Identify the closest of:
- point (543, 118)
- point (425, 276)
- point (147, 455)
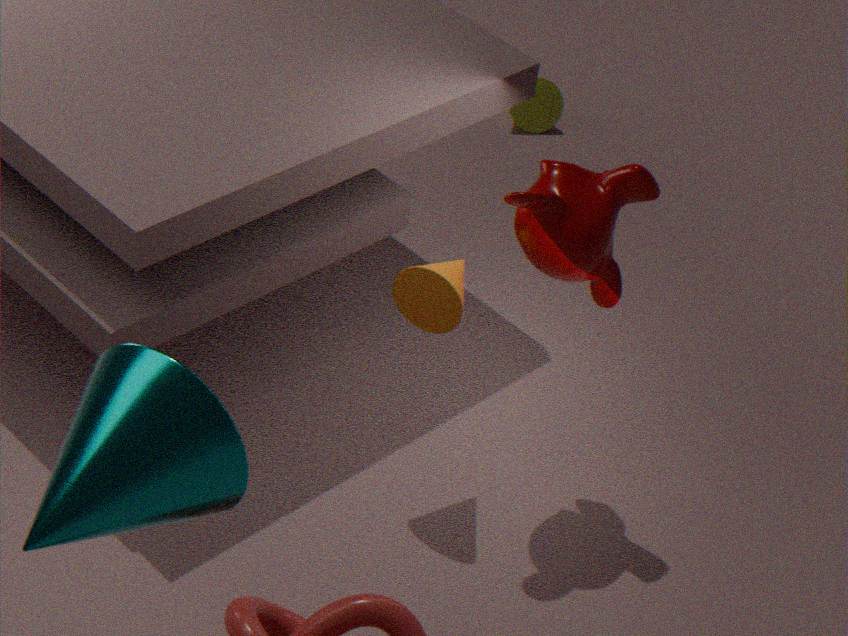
point (147, 455)
